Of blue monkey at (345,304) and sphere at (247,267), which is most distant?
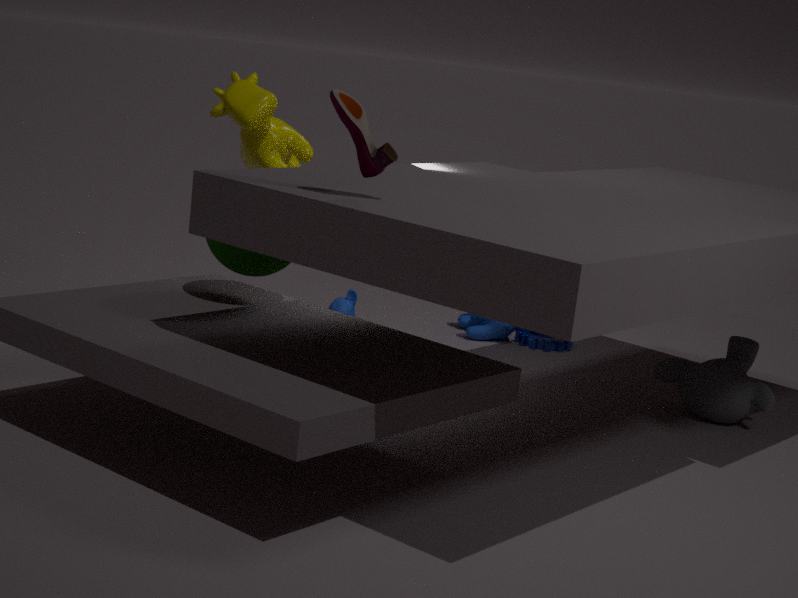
blue monkey at (345,304)
